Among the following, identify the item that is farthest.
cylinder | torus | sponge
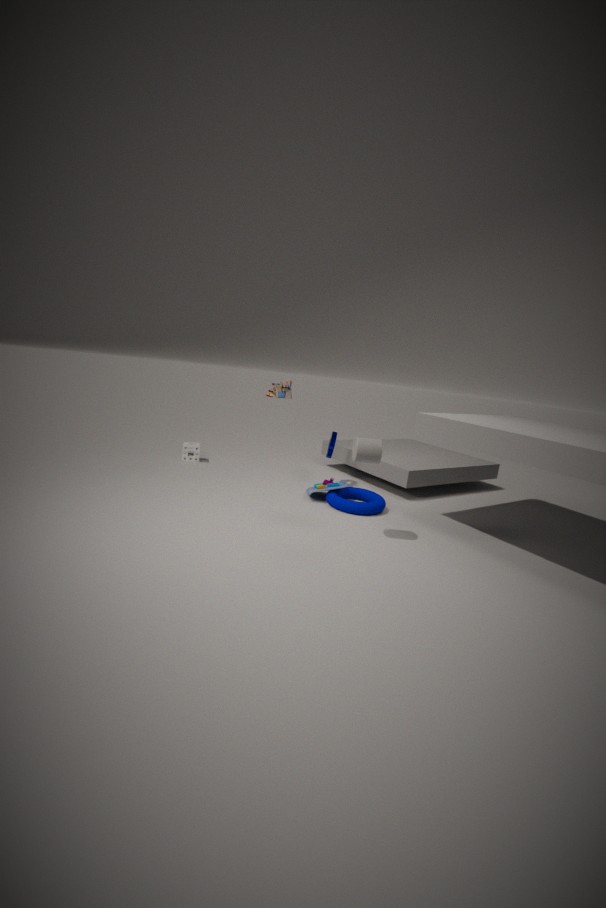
sponge
